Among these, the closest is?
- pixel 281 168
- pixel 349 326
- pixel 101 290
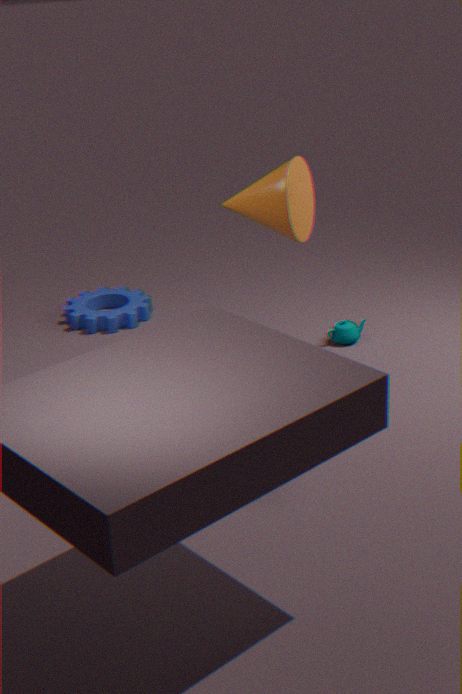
pixel 281 168
